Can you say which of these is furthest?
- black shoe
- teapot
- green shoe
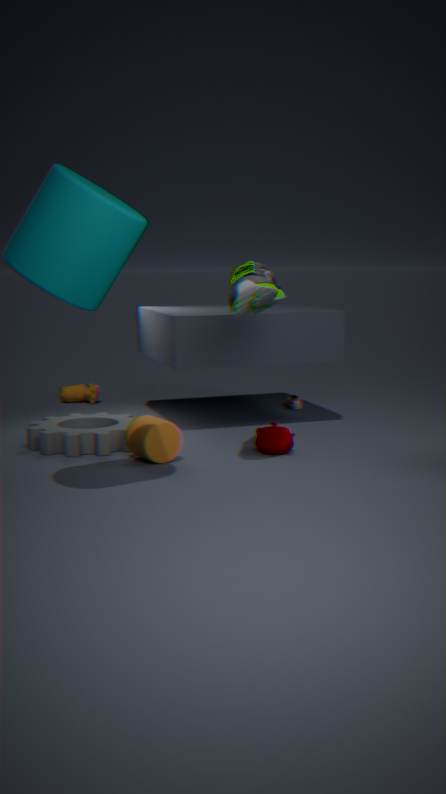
black shoe
